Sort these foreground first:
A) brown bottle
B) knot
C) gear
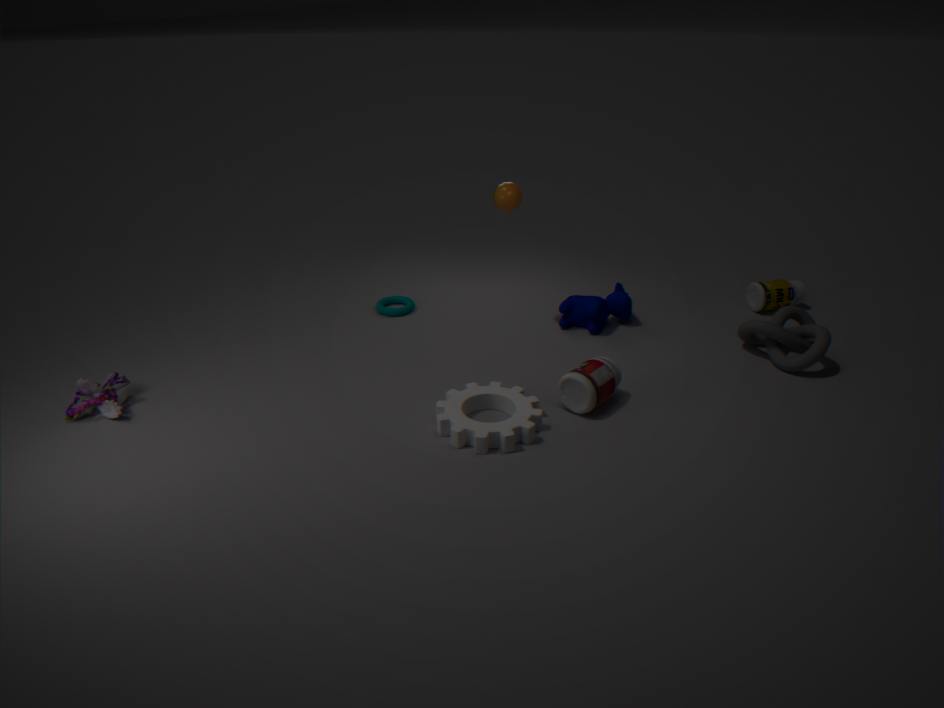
gear → knot → brown bottle
